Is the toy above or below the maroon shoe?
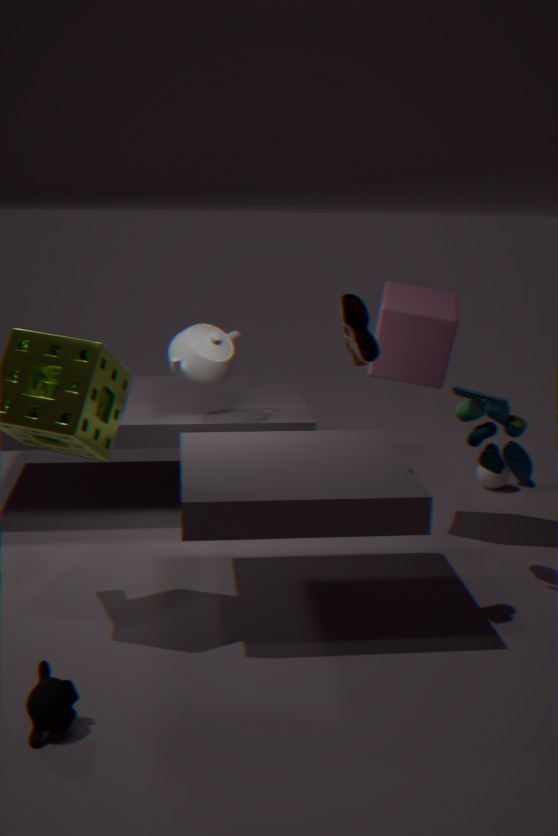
Result: below
